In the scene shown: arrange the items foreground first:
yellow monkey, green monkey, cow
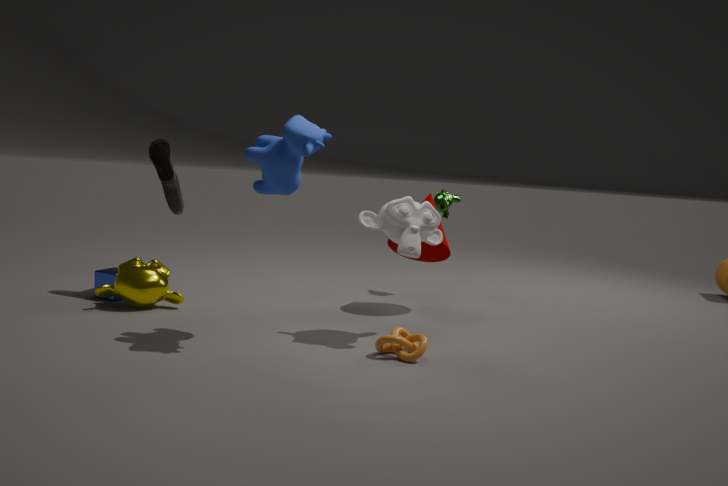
1. cow
2. yellow monkey
3. green monkey
